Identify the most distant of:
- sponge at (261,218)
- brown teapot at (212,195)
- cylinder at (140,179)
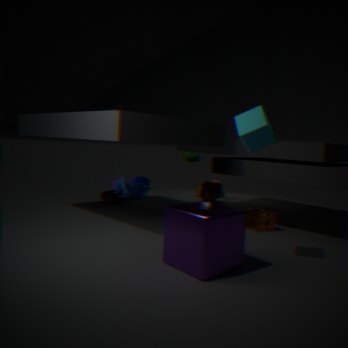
cylinder at (140,179)
